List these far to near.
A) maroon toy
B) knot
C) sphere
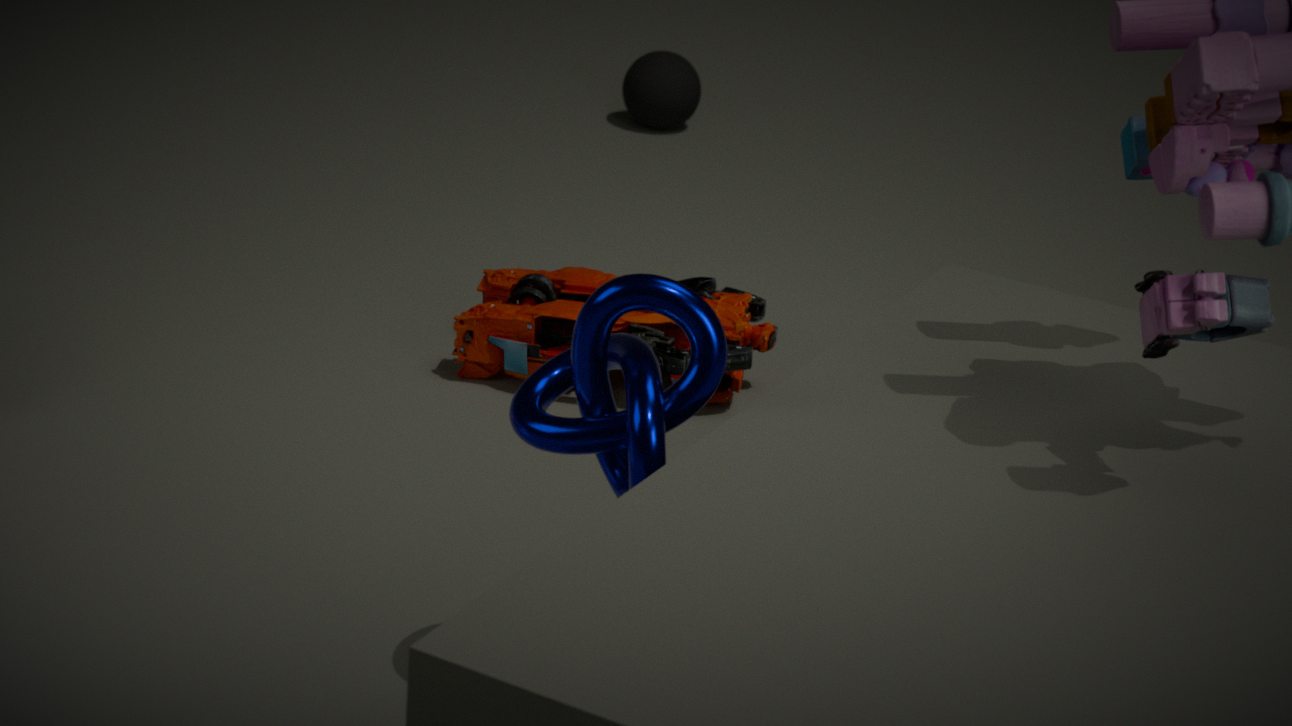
C. sphere, A. maroon toy, B. knot
